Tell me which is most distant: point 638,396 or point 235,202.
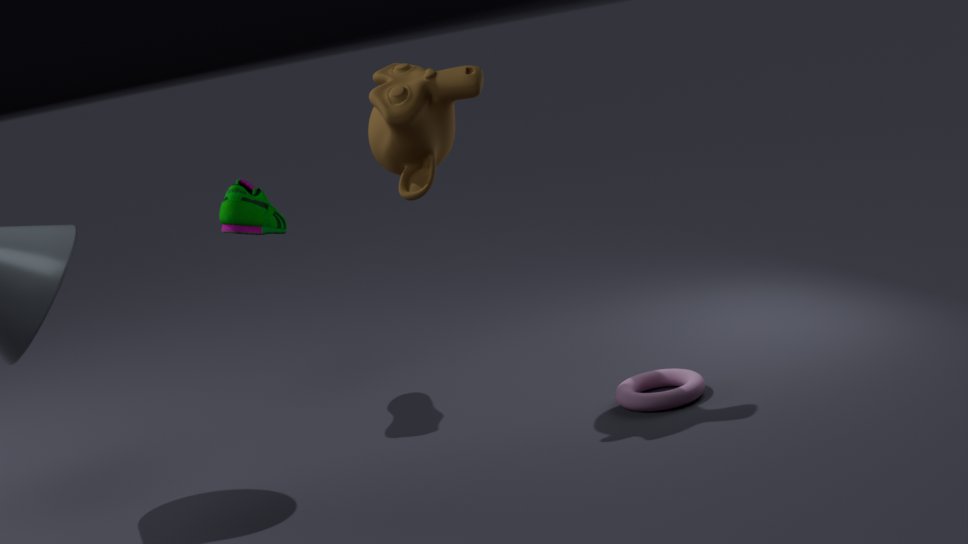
point 235,202
